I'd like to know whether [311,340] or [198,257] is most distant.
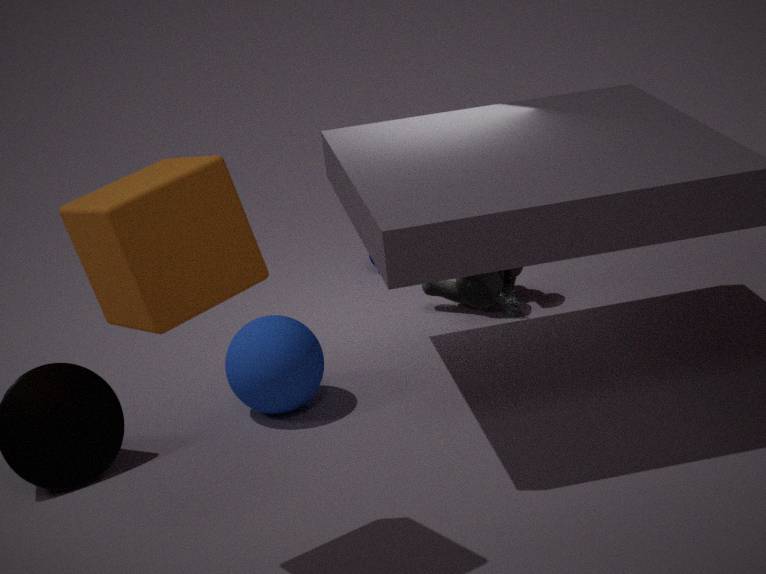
[311,340]
